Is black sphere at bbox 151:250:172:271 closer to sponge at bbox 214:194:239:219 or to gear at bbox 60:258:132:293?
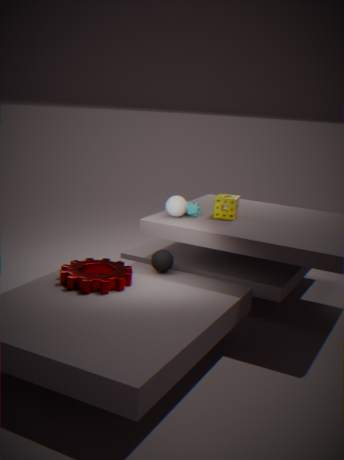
gear at bbox 60:258:132:293
